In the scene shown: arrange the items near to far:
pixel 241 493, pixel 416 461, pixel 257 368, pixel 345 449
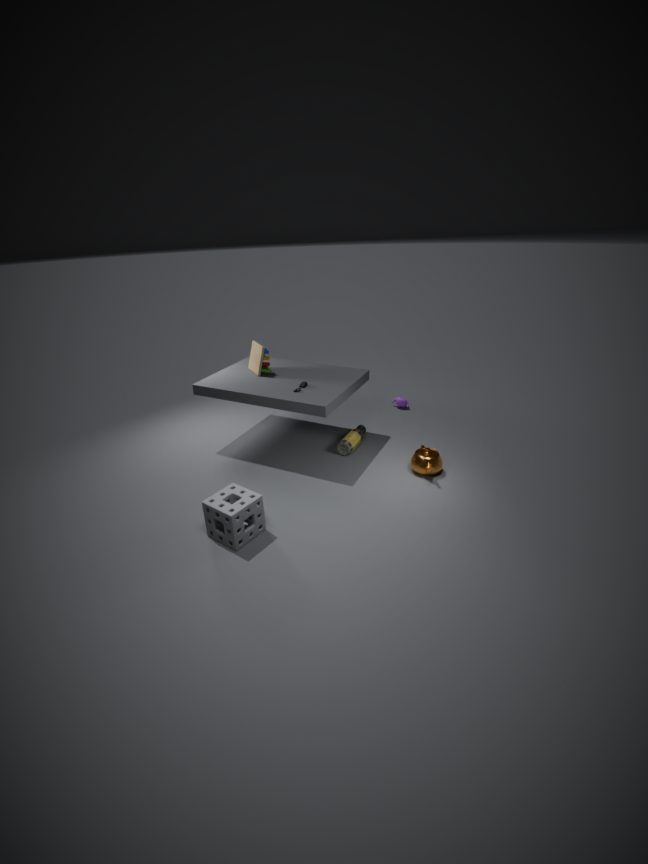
pixel 241 493 → pixel 416 461 → pixel 345 449 → pixel 257 368
